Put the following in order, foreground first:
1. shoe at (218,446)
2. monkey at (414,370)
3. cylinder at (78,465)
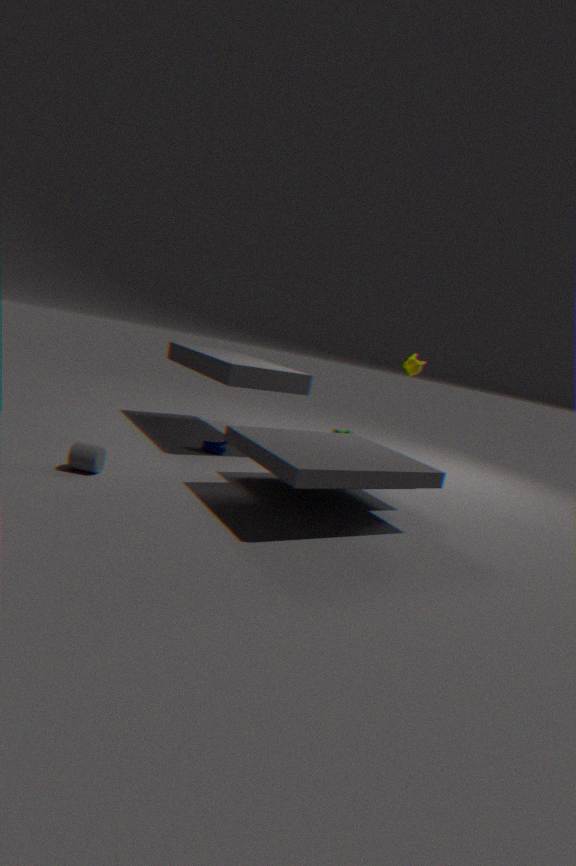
cylinder at (78,465), shoe at (218,446), monkey at (414,370)
